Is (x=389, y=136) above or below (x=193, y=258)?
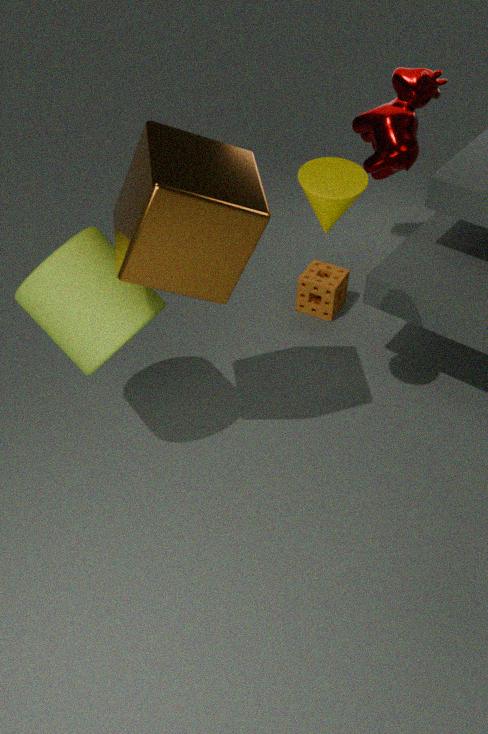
below
